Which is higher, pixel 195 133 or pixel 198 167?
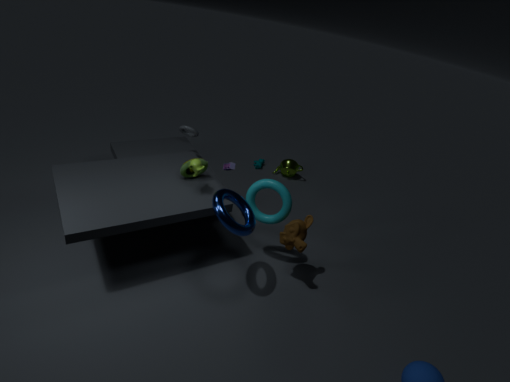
pixel 198 167
